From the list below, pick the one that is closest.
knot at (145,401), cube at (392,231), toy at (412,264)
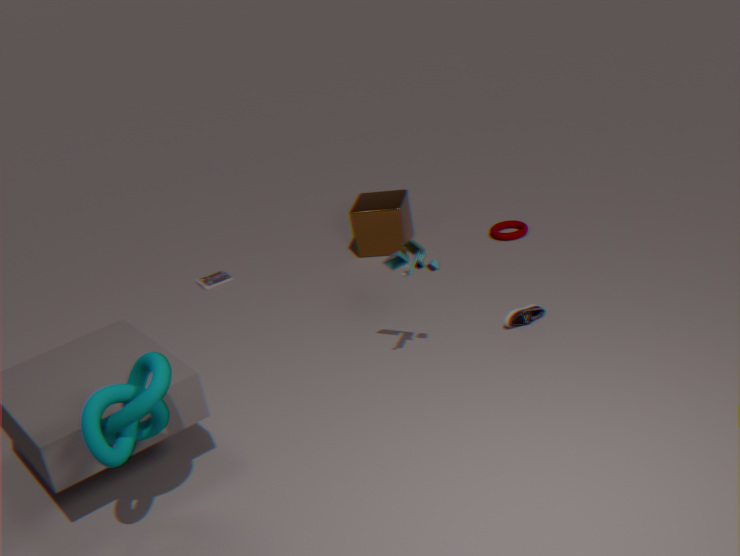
knot at (145,401)
